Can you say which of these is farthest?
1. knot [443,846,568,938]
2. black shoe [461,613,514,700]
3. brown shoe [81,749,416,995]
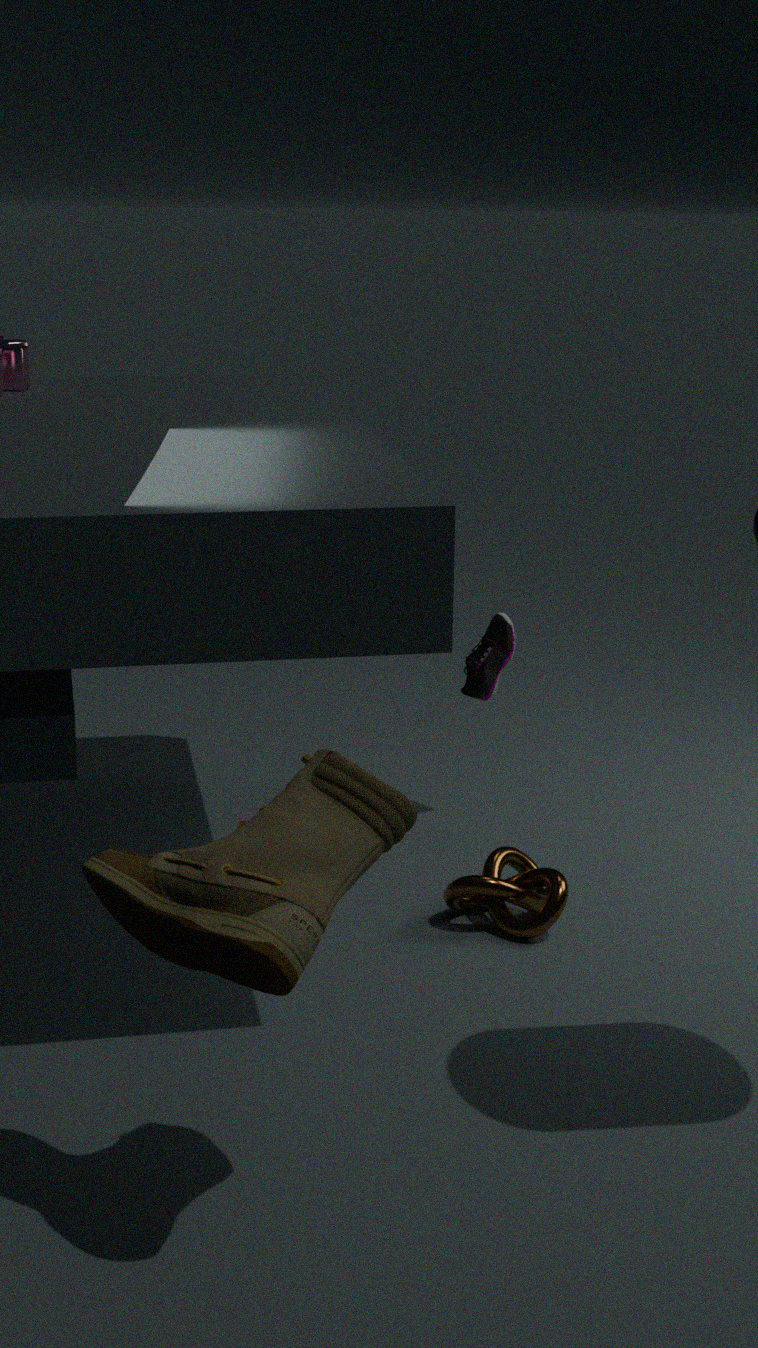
black shoe [461,613,514,700]
